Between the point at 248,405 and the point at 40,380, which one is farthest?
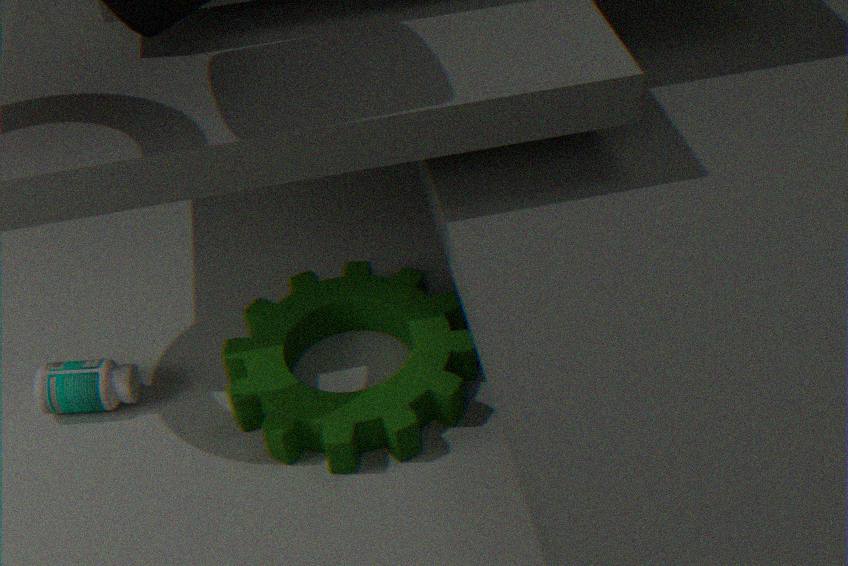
the point at 40,380
